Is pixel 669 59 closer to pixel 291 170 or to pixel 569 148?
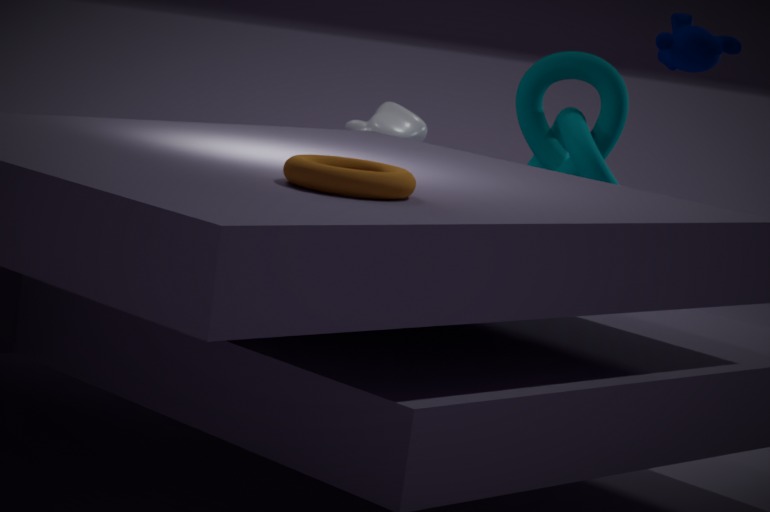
pixel 569 148
